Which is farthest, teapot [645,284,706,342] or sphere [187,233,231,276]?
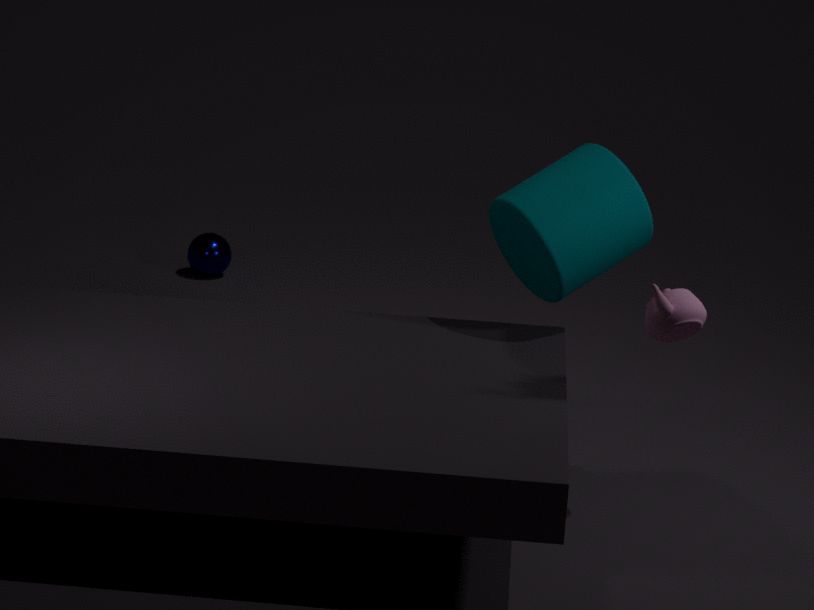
sphere [187,233,231,276]
